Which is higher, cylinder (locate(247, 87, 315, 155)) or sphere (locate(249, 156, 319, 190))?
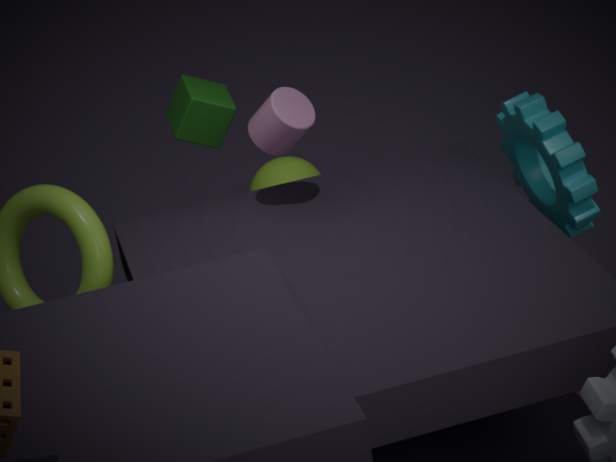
cylinder (locate(247, 87, 315, 155))
